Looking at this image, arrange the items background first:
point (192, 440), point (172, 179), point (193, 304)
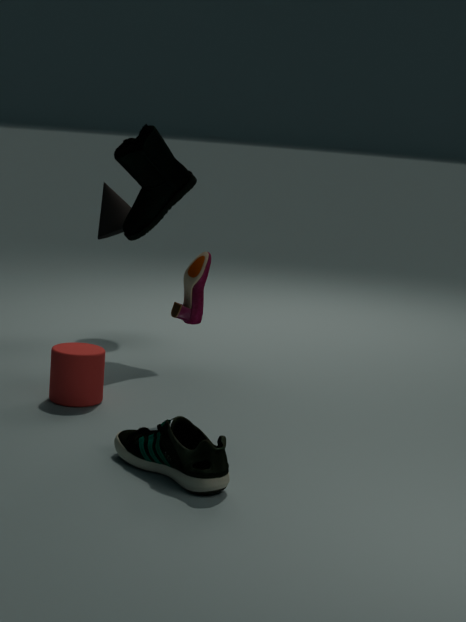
1. point (172, 179)
2. point (193, 304)
3. point (192, 440)
